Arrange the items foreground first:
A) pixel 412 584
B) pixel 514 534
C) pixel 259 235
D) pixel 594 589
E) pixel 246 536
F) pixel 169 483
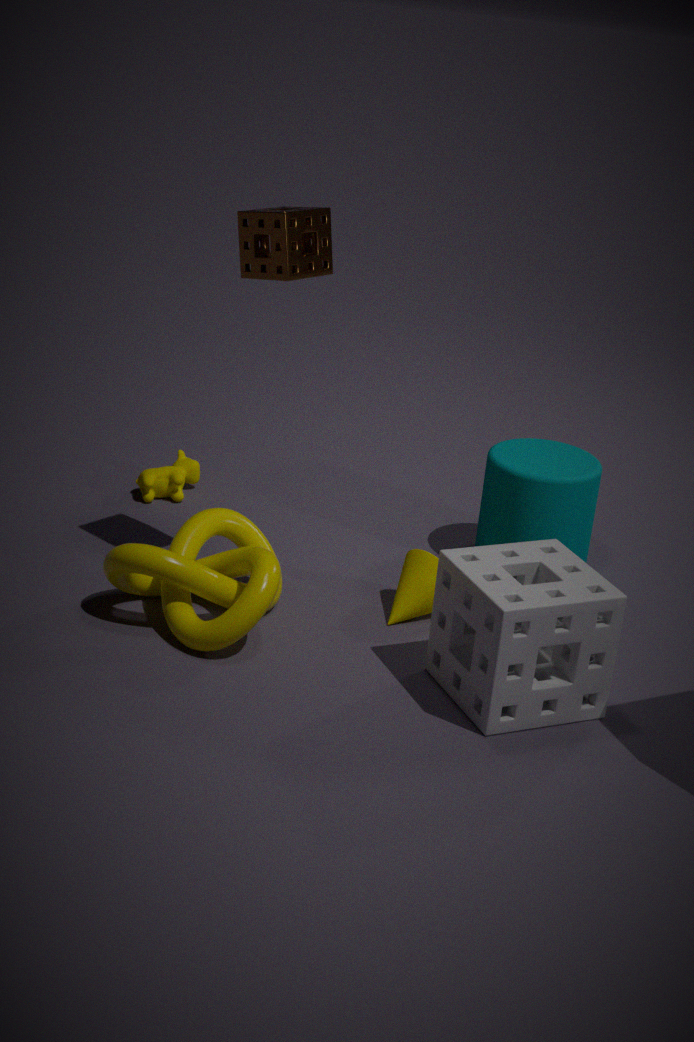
pixel 594 589, pixel 259 235, pixel 412 584, pixel 246 536, pixel 514 534, pixel 169 483
